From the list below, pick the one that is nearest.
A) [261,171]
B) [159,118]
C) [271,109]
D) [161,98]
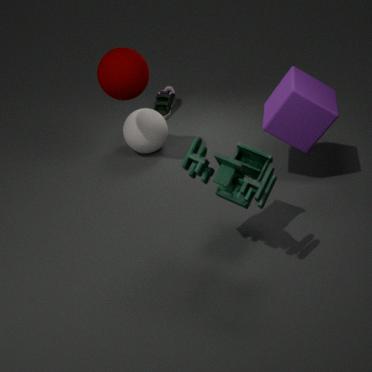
[261,171]
